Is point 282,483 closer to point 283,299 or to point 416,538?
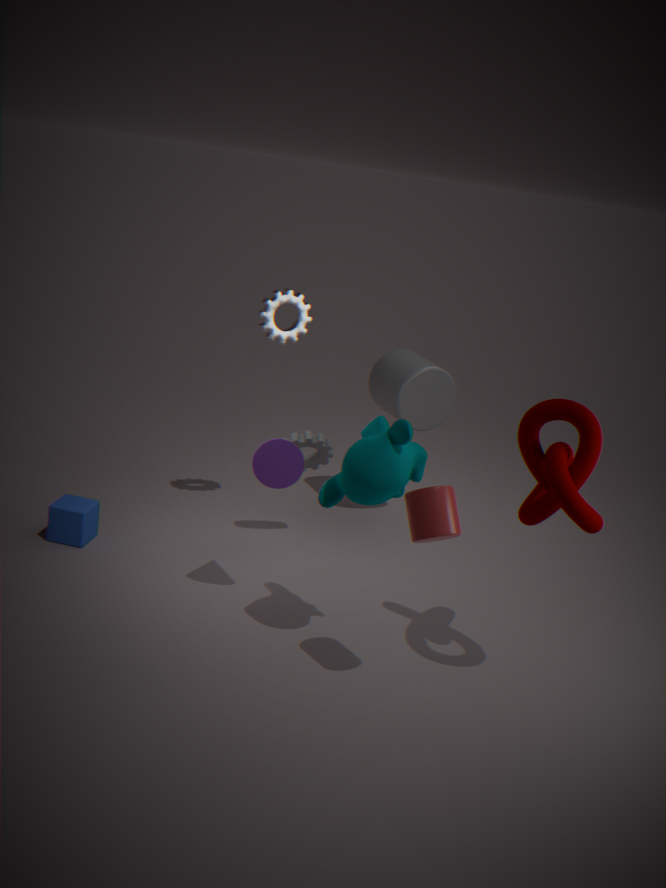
point 416,538
